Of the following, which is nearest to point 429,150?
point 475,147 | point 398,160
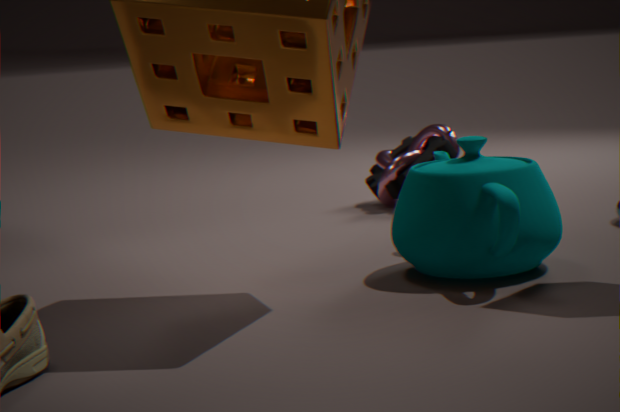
point 398,160
